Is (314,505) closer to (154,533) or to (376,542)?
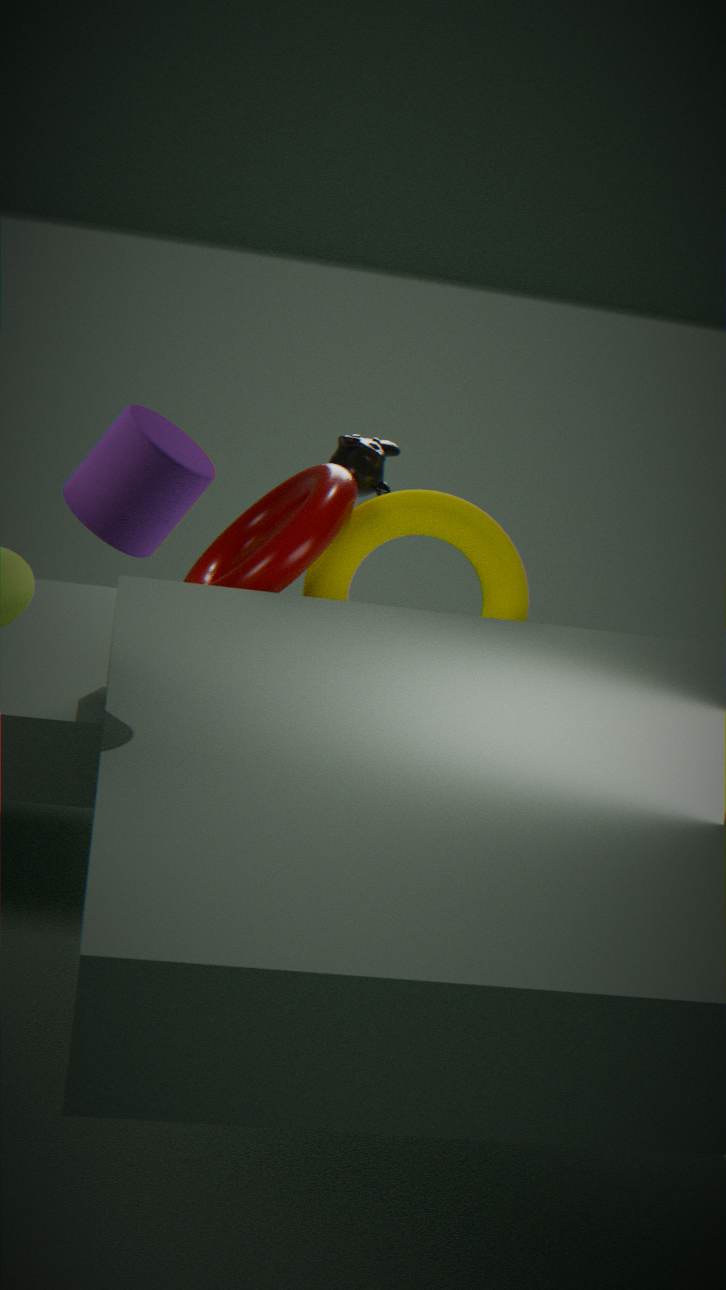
(376,542)
